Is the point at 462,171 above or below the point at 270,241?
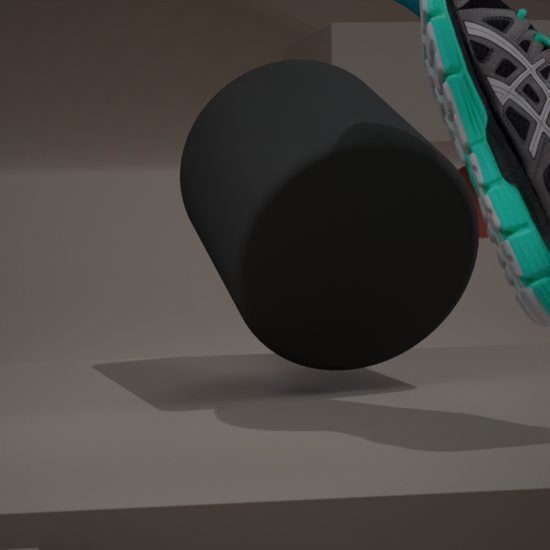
below
